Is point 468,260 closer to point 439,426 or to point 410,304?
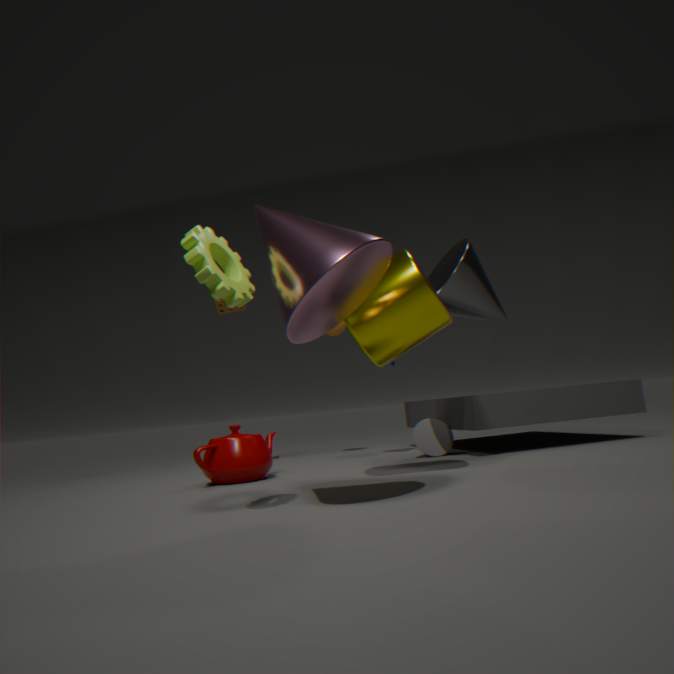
point 410,304
